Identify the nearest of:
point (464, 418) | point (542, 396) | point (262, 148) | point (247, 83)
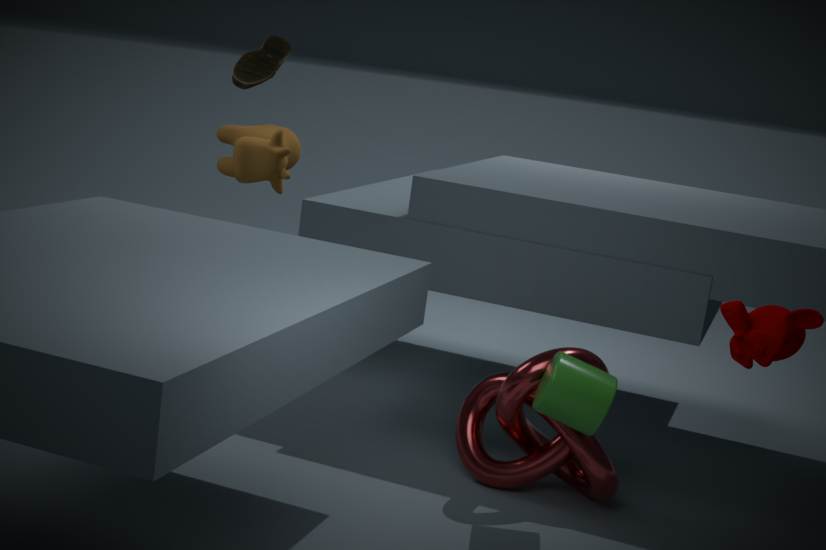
point (542, 396)
